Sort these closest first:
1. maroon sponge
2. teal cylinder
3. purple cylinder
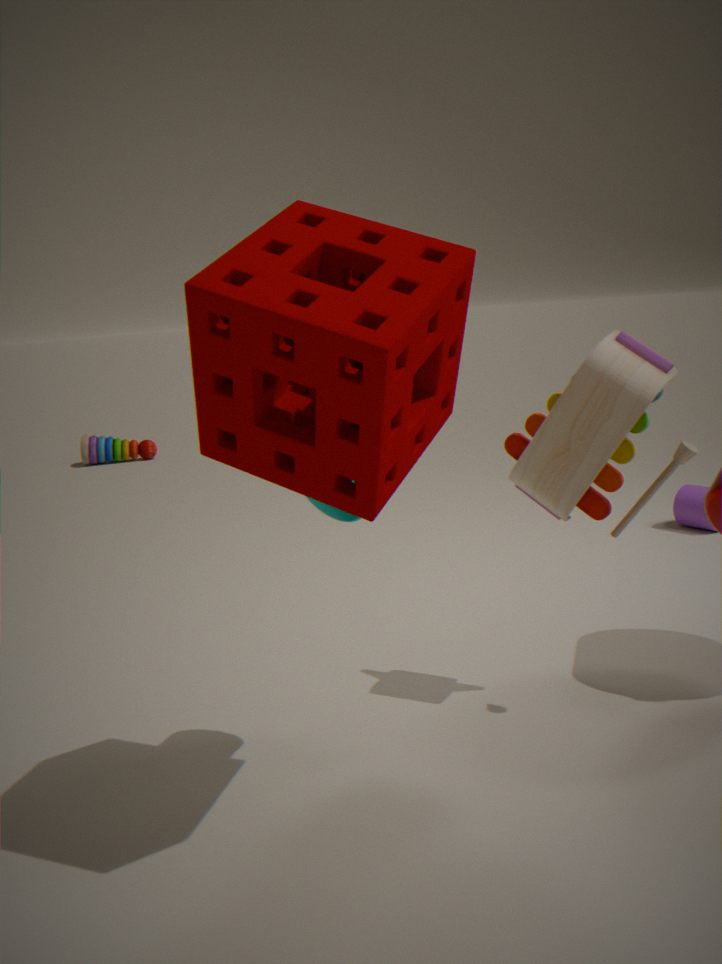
1. maroon sponge
2. teal cylinder
3. purple cylinder
